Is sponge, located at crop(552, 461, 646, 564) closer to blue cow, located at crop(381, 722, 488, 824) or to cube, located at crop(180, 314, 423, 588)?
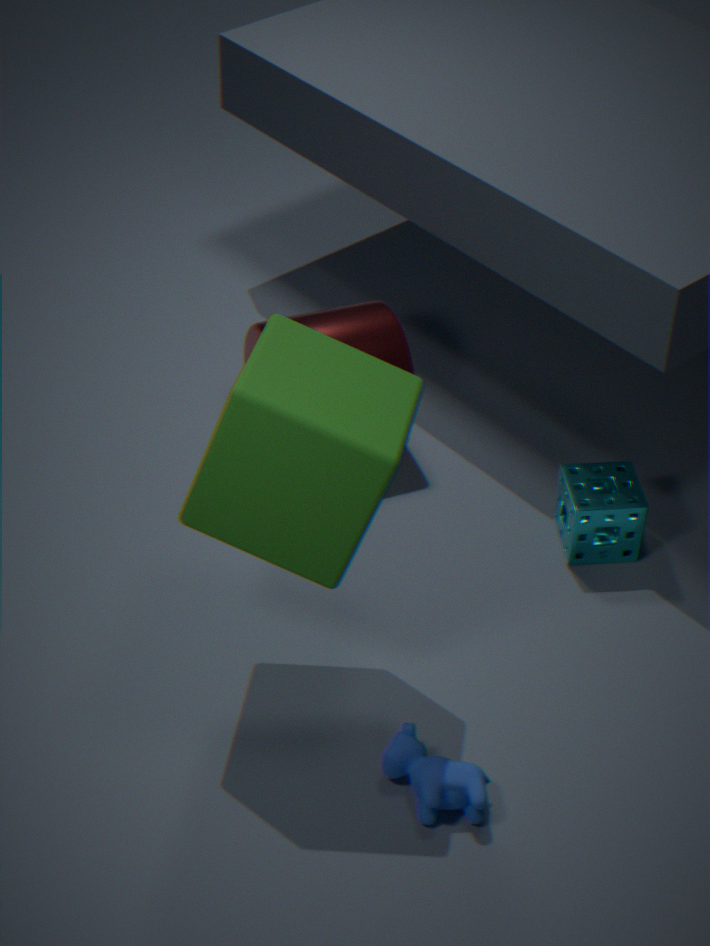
cube, located at crop(180, 314, 423, 588)
